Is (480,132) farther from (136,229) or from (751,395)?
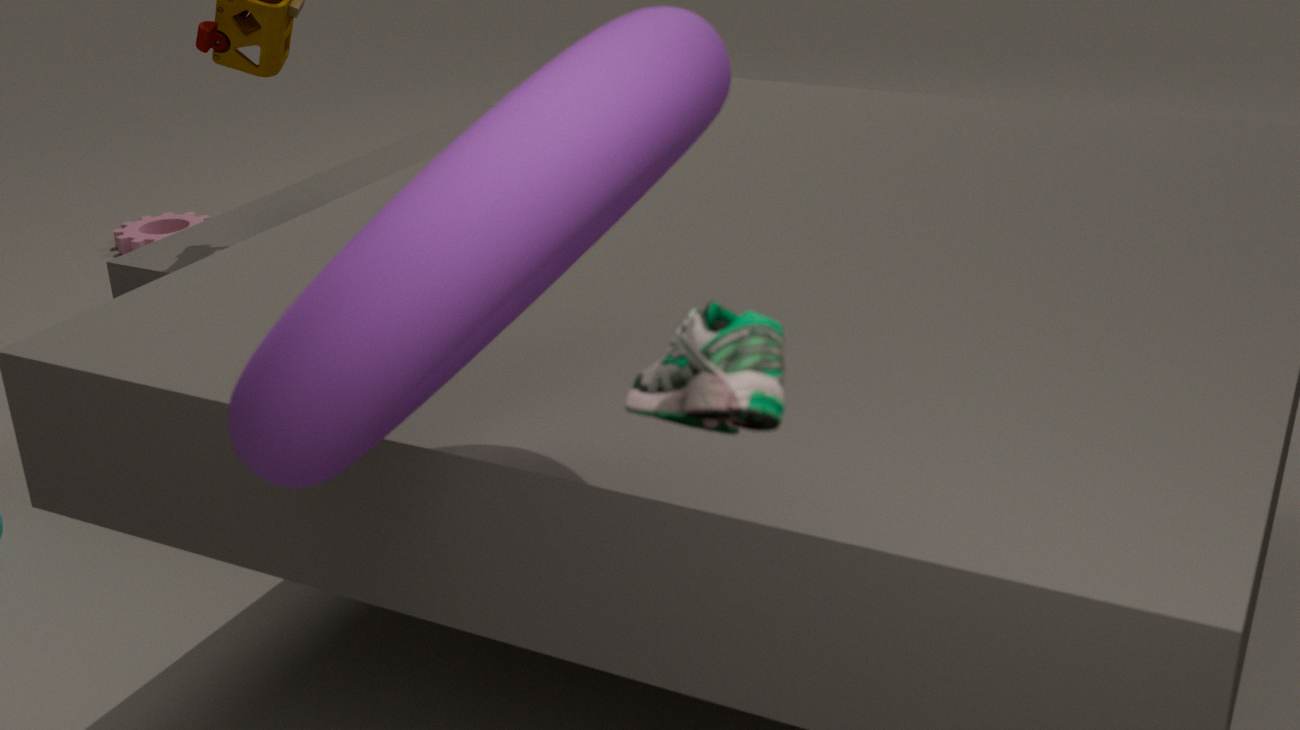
(136,229)
